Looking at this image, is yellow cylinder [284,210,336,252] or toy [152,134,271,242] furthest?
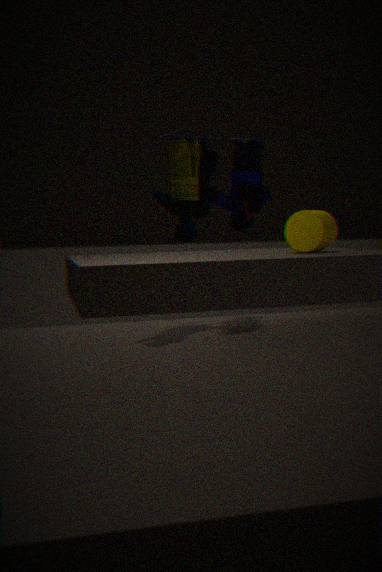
yellow cylinder [284,210,336,252]
